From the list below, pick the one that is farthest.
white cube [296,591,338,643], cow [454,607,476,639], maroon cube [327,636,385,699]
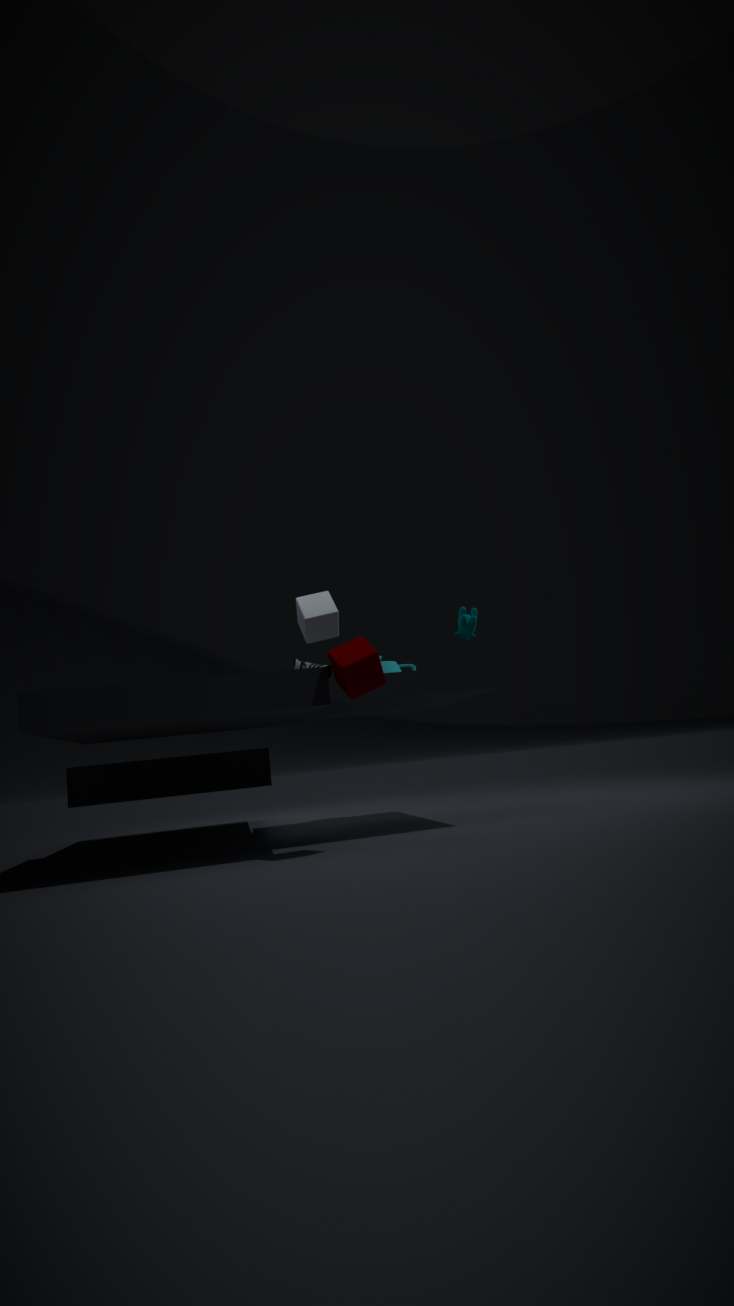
cow [454,607,476,639]
